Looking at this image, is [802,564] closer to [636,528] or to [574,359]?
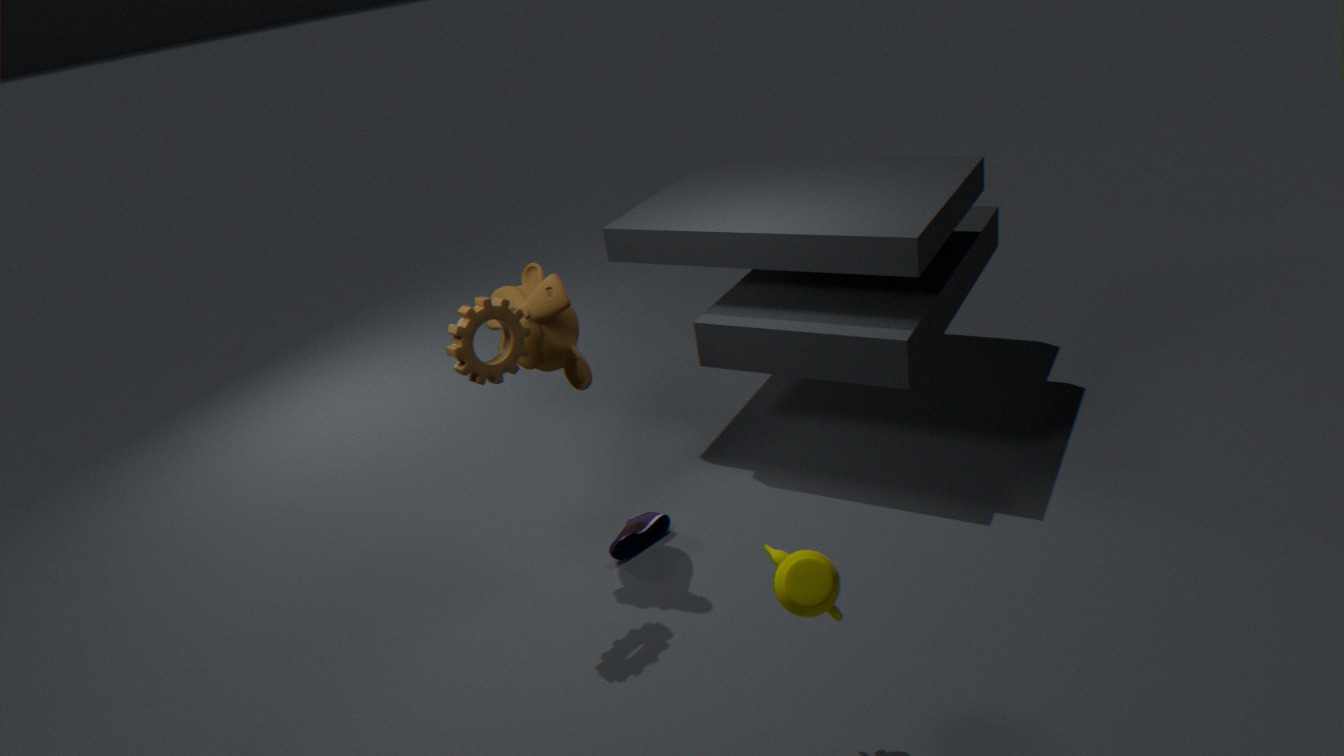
[636,528]
